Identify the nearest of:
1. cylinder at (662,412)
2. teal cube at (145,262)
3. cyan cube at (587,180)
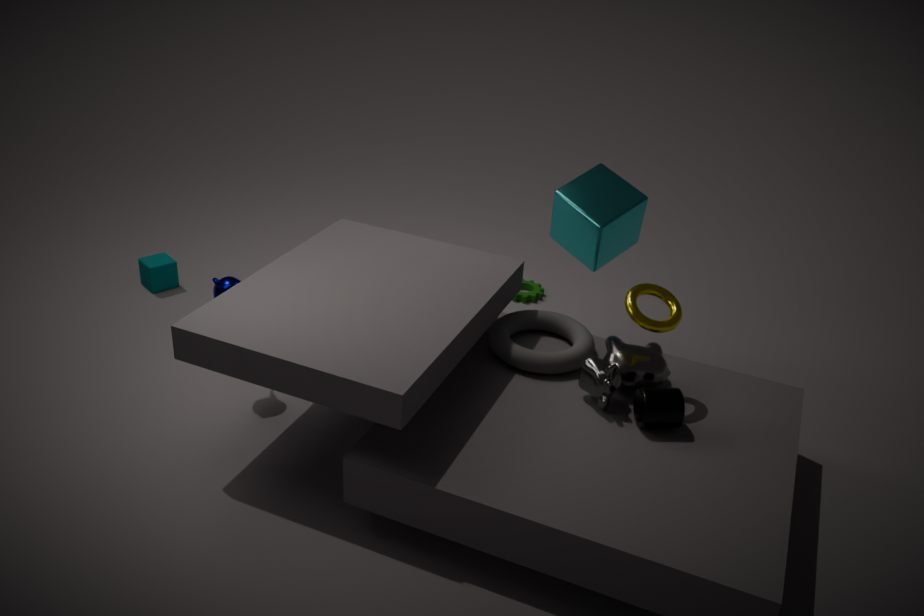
cylinder at (662,412)
